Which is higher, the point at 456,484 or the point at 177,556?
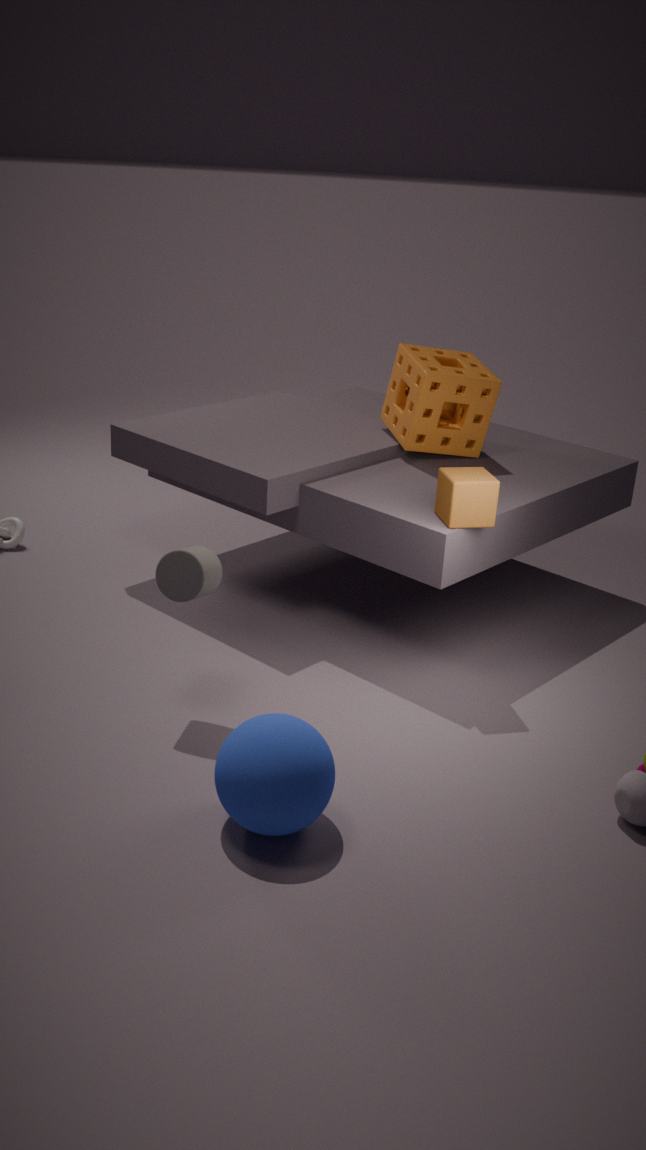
the point at 456,484
